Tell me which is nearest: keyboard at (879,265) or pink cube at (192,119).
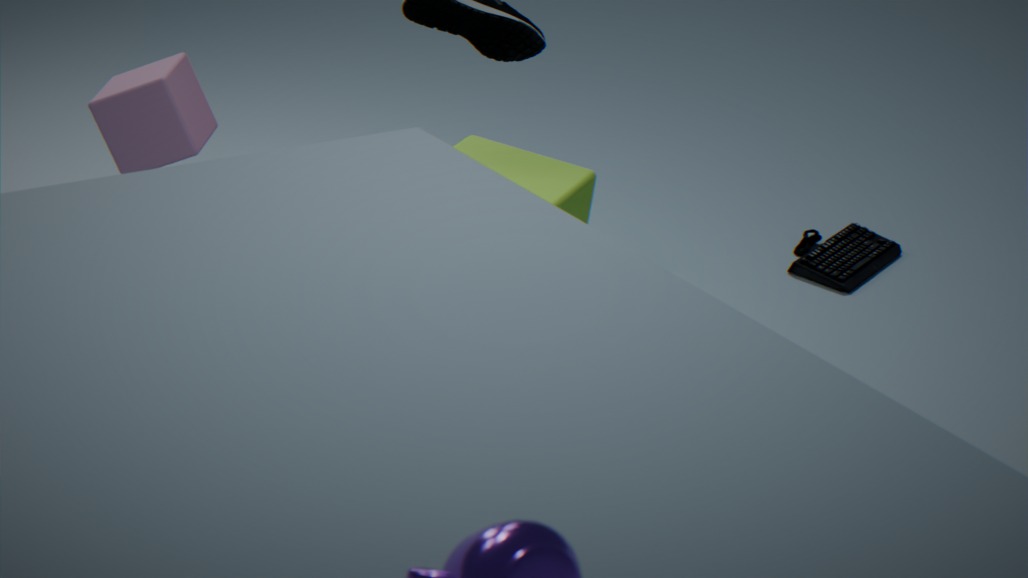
pink cube at (192,119)
